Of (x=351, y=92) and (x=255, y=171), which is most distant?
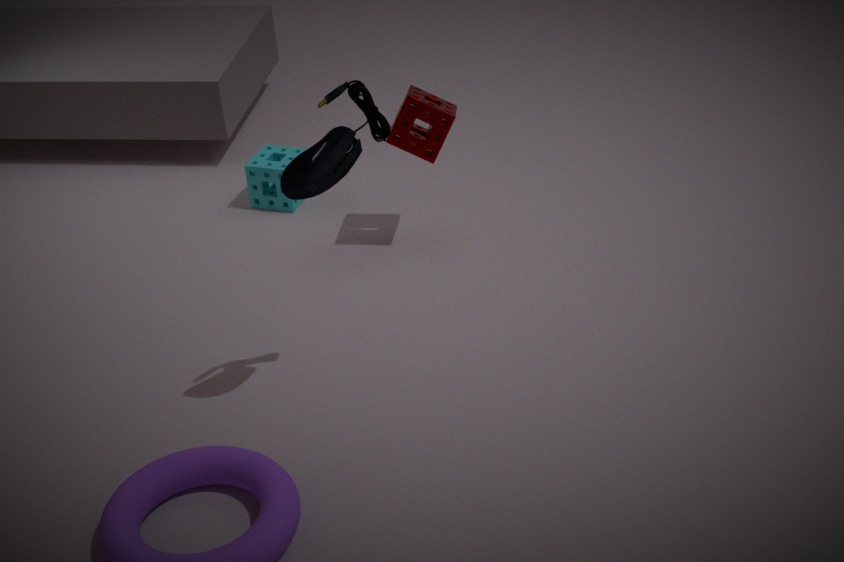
→ (x=255, y=171)
